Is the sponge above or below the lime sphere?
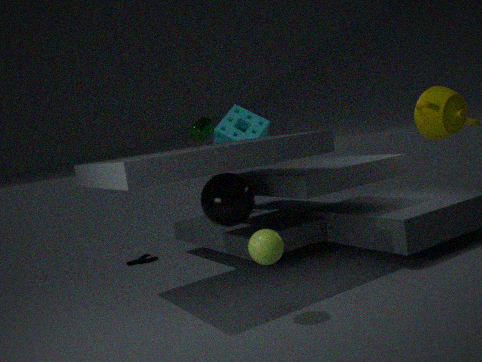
above
